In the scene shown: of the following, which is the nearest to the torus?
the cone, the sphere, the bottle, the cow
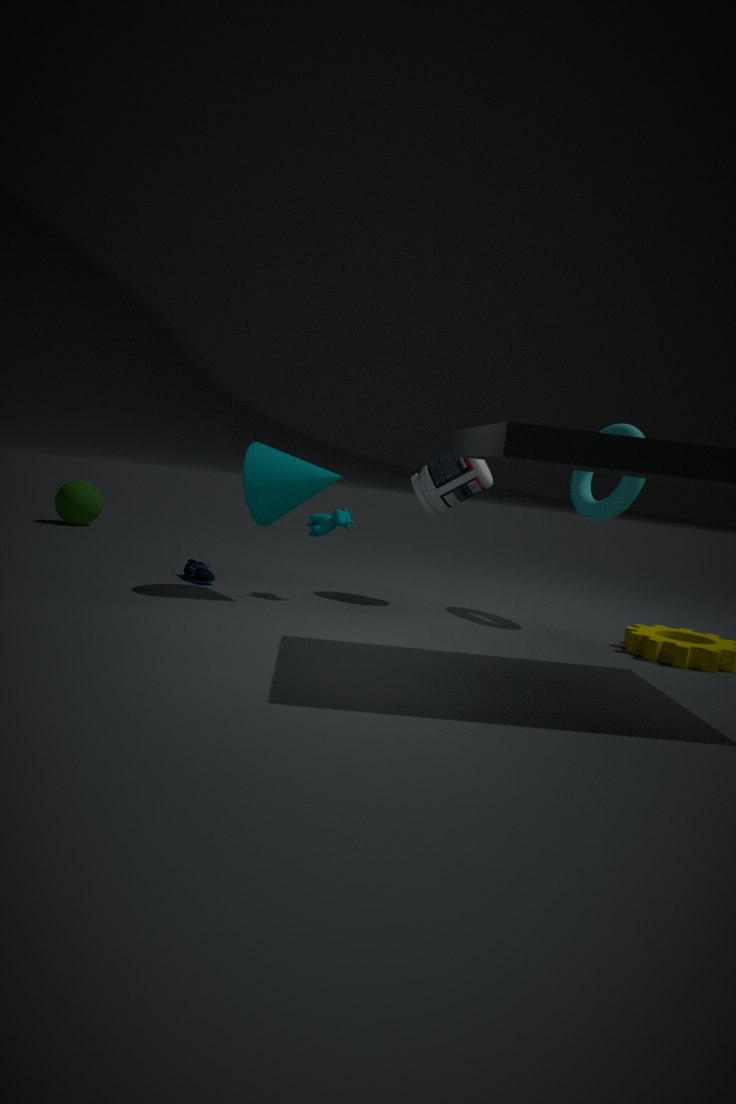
the bottle
